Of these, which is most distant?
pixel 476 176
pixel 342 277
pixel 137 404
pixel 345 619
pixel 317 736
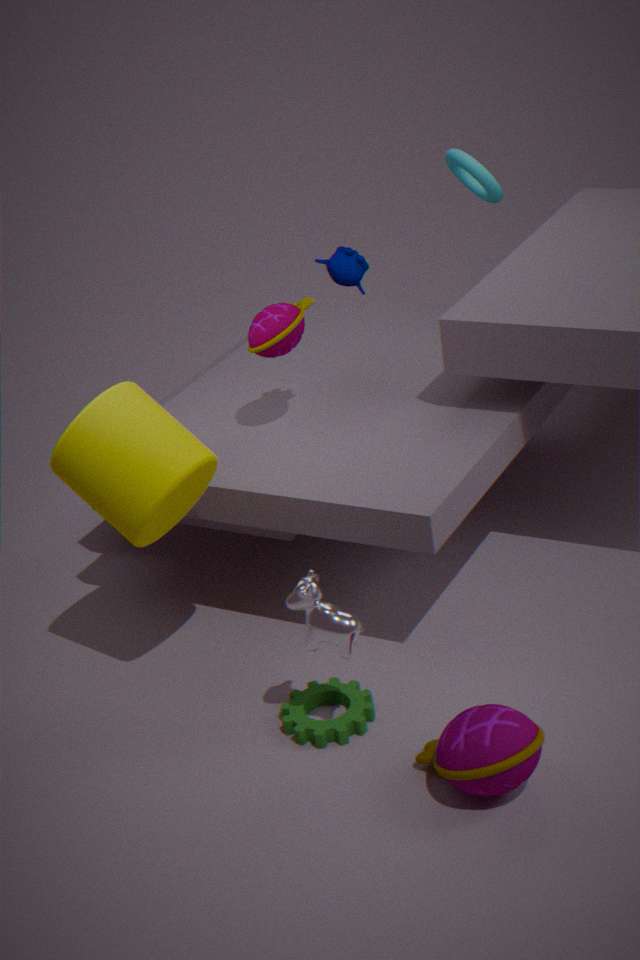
pixel 342 277
